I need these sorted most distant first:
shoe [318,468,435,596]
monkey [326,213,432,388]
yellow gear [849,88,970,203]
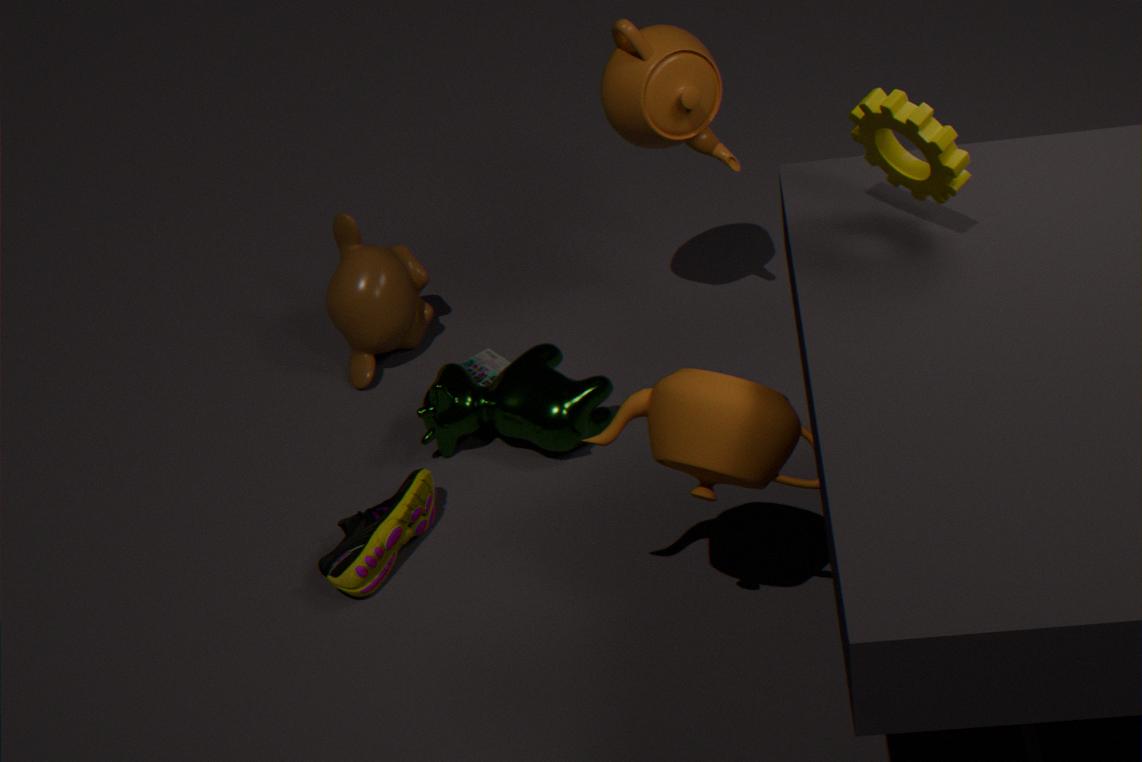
monkey [326,213,432,388]
shoe [318,468,435,596]
yellow gear [849,88,970,203]
